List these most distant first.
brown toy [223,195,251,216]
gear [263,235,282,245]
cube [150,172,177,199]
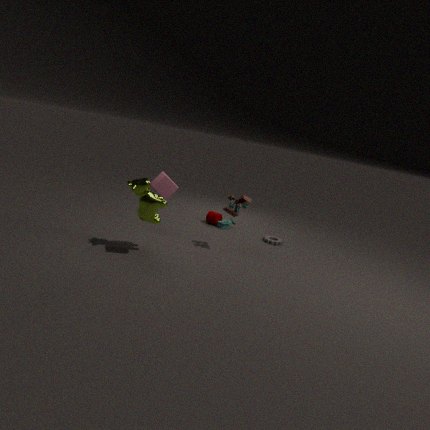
gear [263,235,282,245] → brown toy [223,195,251,216] → cube [150,172,177,199]
